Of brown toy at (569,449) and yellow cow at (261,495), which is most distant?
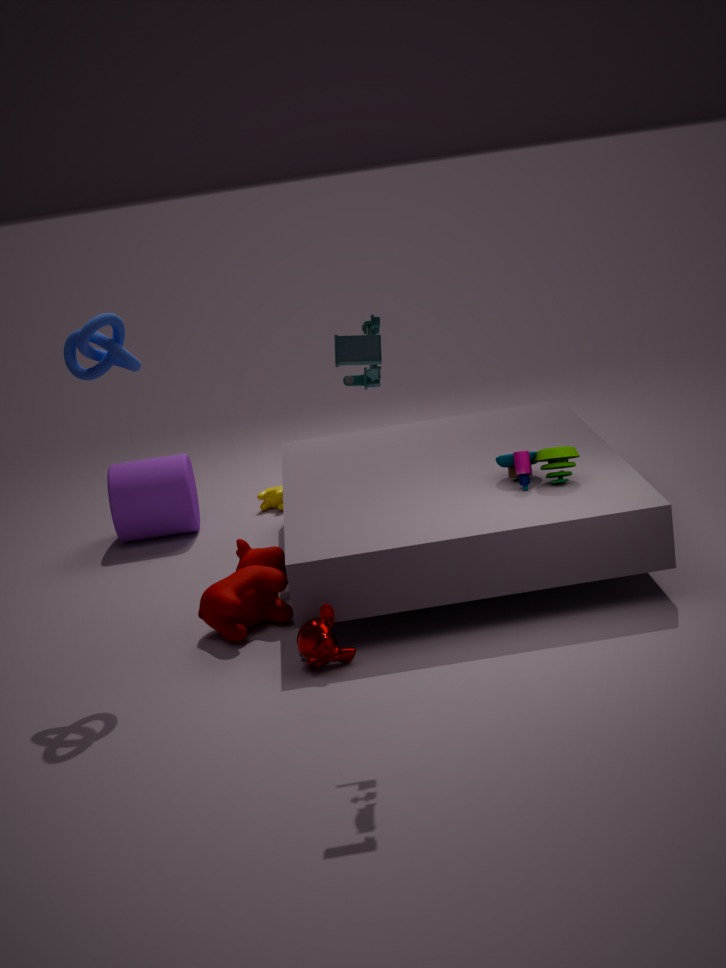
yellow cow at (261,495)
